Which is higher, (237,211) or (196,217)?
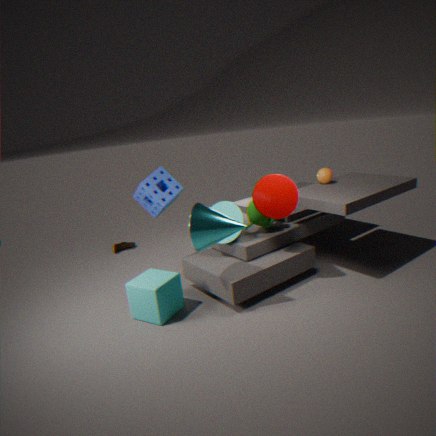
(196,217)
